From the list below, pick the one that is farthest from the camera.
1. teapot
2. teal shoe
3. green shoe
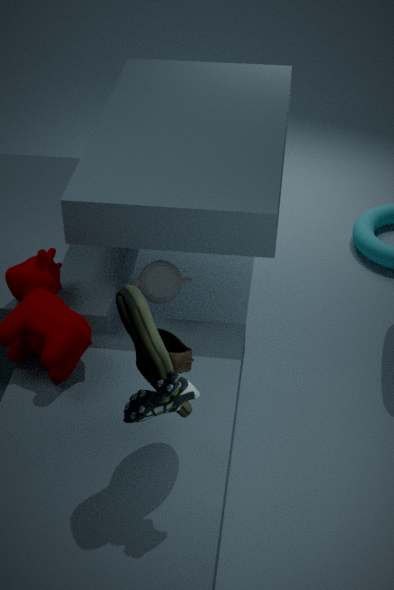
teapot
